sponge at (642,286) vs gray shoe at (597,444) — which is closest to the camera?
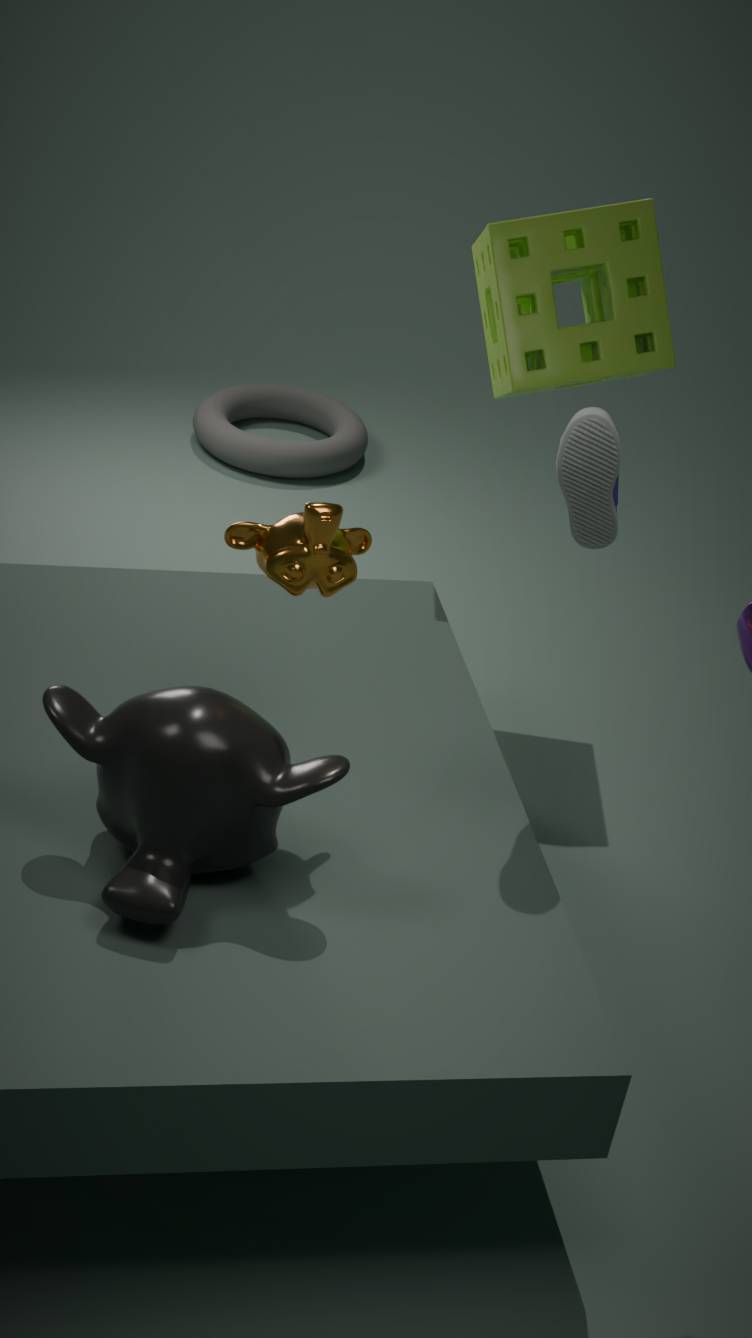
gray shoe at (597,444)
